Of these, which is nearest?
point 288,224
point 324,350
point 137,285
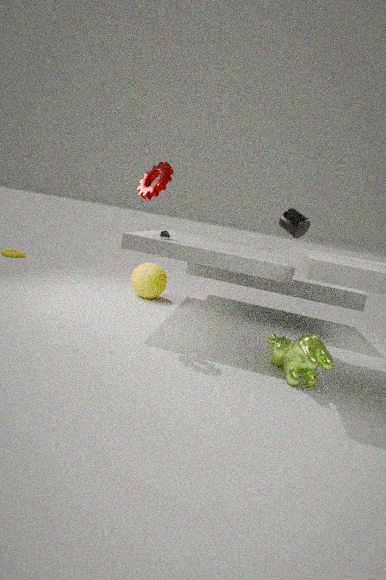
point 324,350
